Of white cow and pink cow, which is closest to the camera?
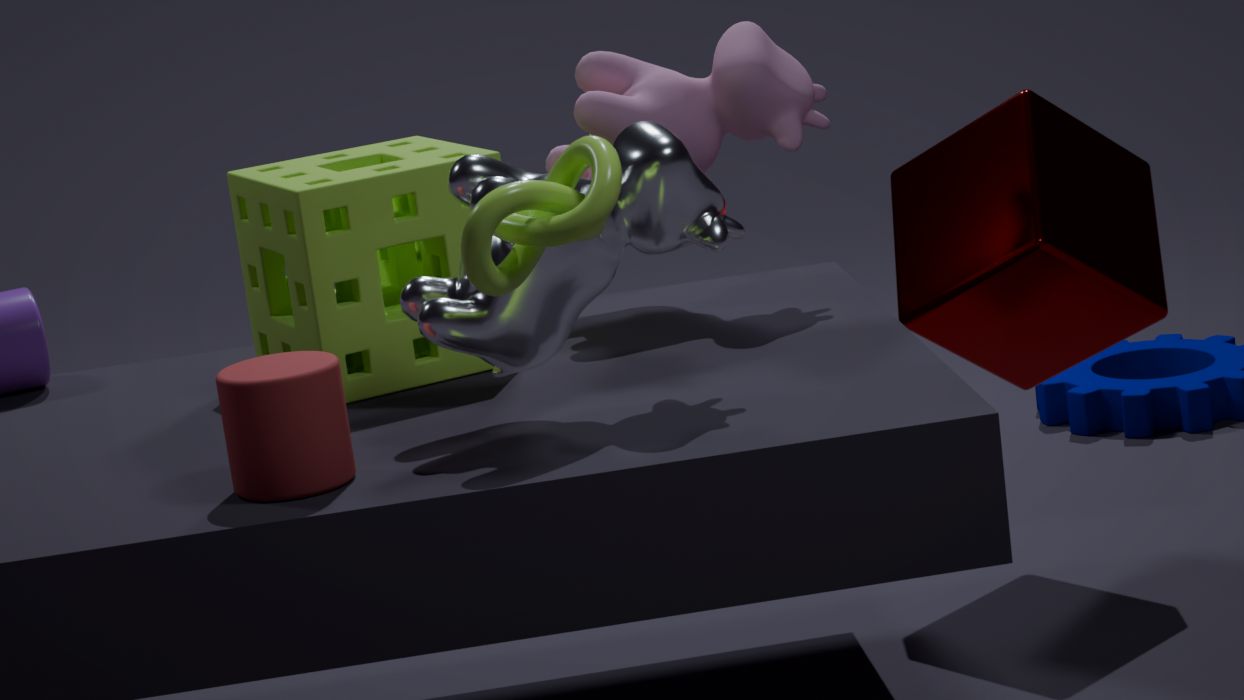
white cow
